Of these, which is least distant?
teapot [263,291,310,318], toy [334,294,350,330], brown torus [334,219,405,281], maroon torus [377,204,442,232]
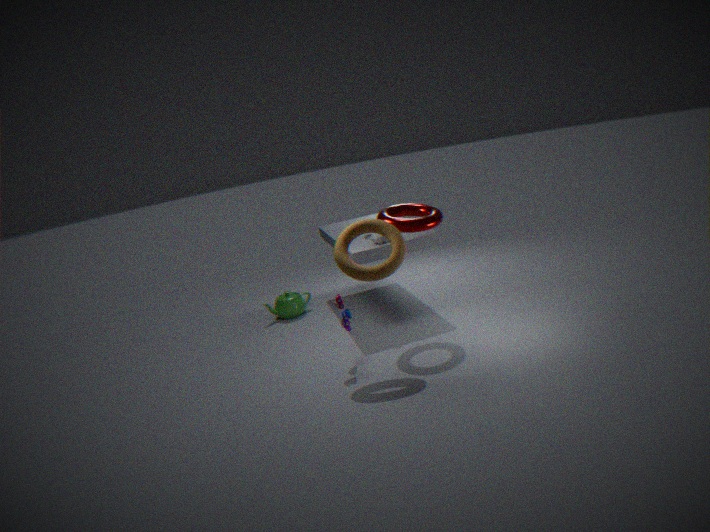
brown torus [334,219,405,281]
